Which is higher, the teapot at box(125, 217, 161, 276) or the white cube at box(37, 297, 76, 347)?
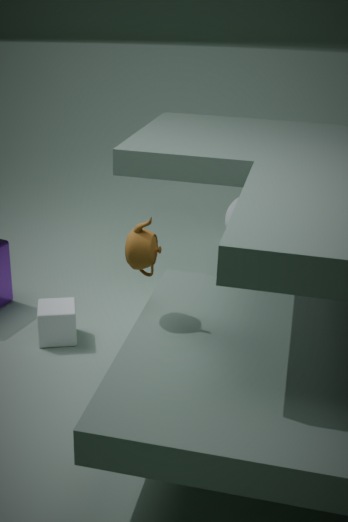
the teapot at box(125, 217, 161, 276)
